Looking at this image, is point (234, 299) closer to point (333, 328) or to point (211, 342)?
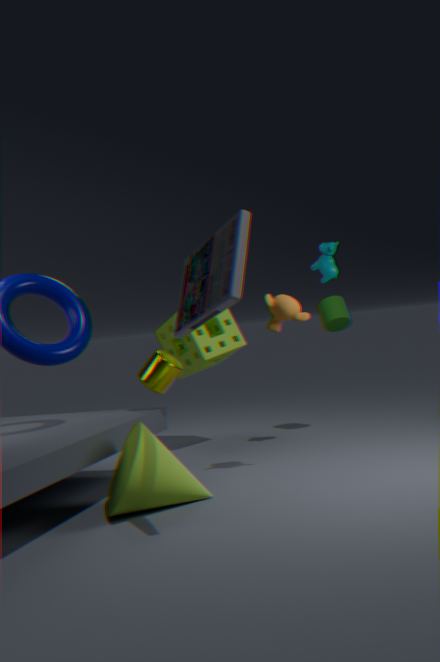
point (211, 342)
